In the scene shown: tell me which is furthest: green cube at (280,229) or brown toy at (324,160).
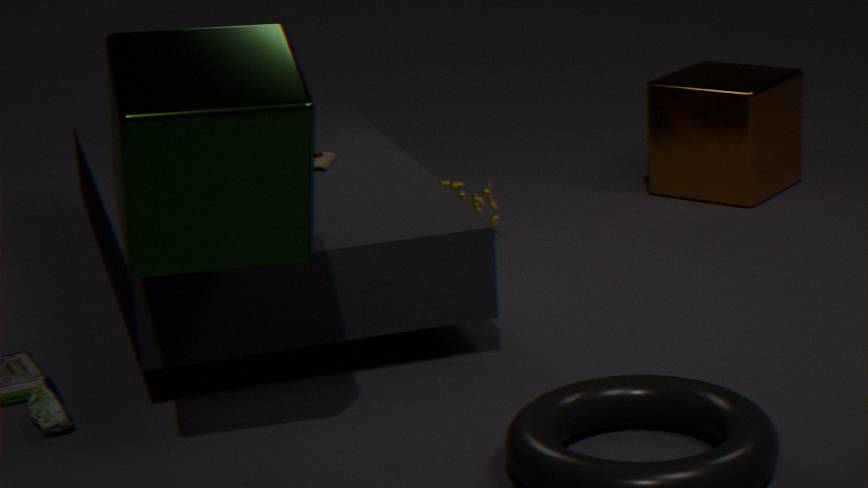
brown toy at (324,160)
